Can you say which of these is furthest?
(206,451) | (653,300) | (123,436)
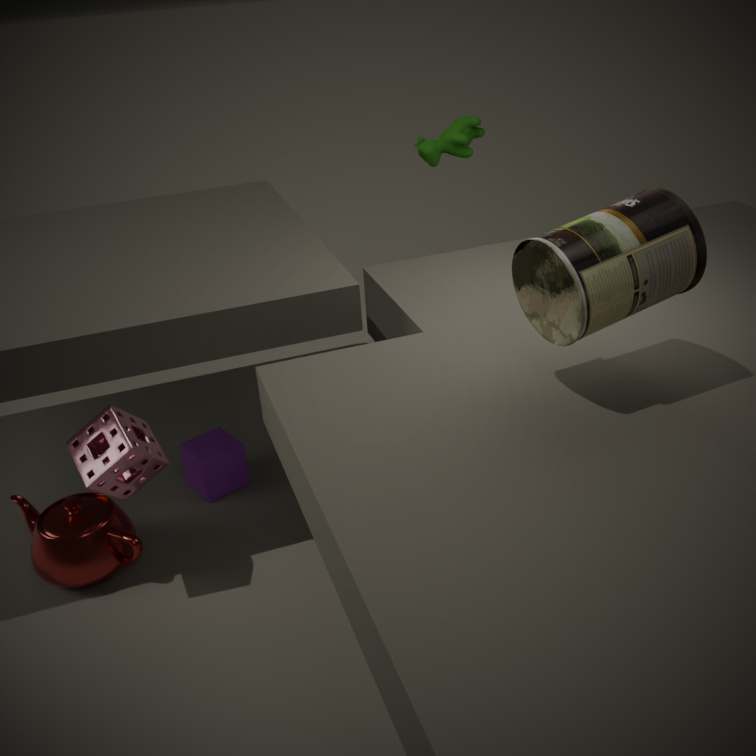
(206,451)
